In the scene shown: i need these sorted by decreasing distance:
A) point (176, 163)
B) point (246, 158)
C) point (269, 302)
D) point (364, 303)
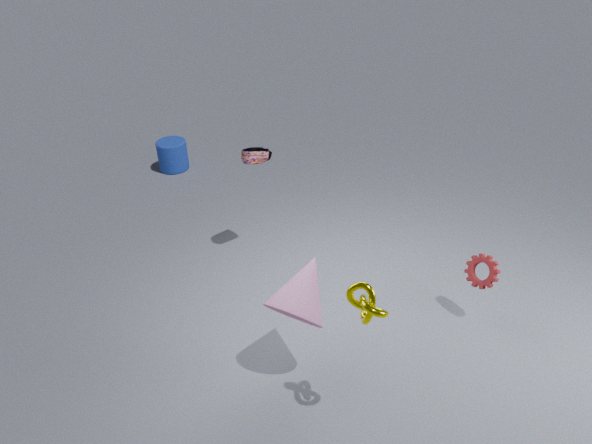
point (176, 163)
point (246, 158)
point (269, 302)
point (364, 303)
